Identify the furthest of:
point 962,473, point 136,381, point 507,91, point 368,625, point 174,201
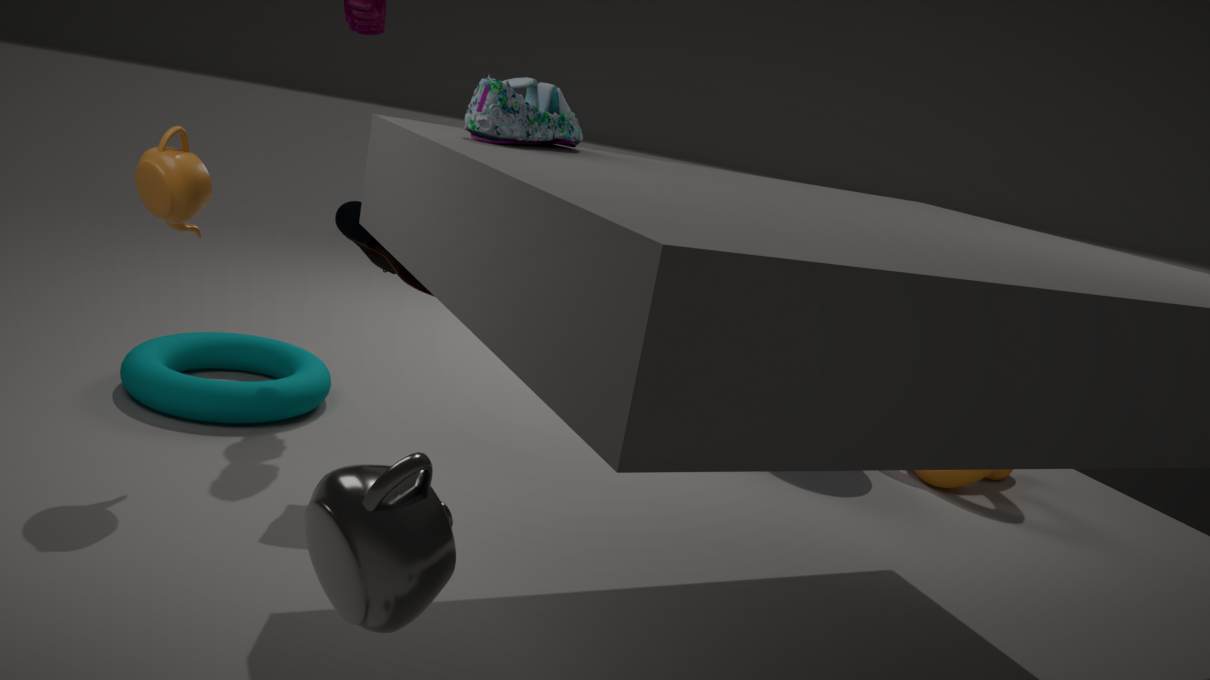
point 962,473
